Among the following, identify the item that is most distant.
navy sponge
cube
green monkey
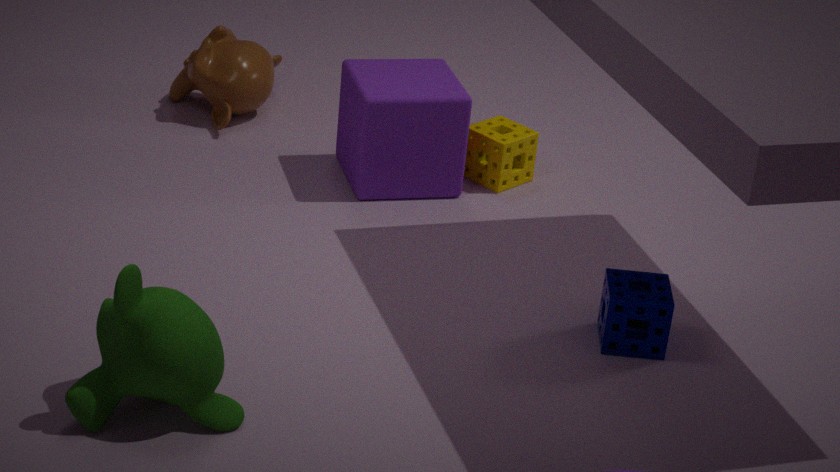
cube
